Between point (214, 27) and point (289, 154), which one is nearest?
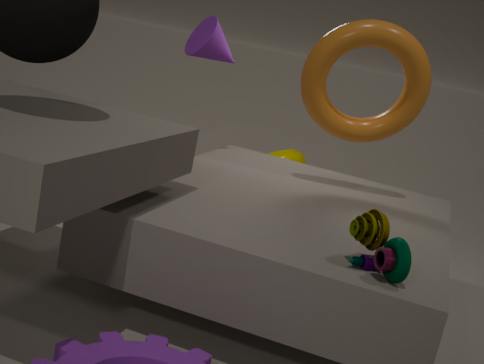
point (214, 27)
